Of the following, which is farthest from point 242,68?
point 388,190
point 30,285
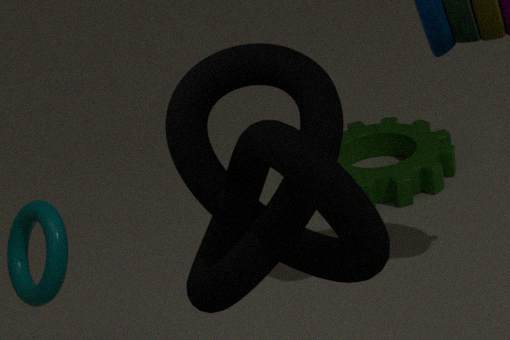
point 388,190
